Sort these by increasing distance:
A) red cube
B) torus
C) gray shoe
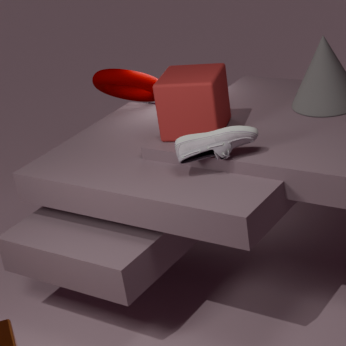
gray shoe → red cube → torus
